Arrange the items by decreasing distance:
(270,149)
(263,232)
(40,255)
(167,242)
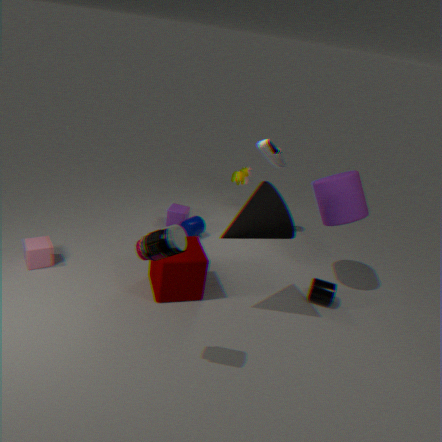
(270,149) < (40,255) < (263,232) < (167,242)
